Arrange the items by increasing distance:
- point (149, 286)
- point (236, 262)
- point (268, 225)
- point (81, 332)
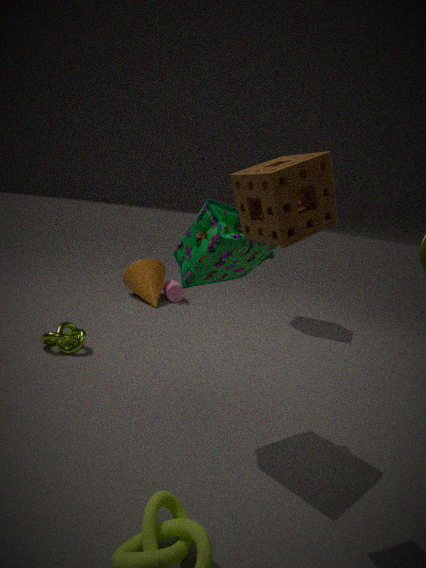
point (268, 225), point (236, 262), point (81, 332), point (149, 286)
